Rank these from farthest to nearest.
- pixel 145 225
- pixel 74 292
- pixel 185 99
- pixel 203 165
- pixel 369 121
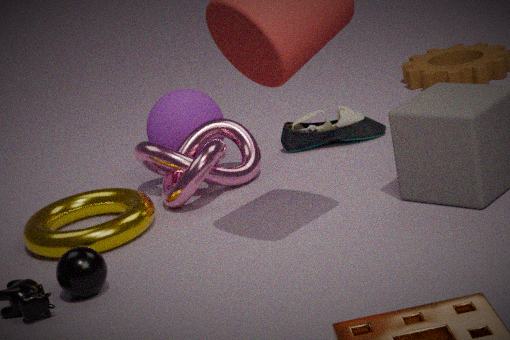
pixel 369 121 → pixel 185 99 → pixel 203 165 → pixel 145 225 → pixel 74 292
